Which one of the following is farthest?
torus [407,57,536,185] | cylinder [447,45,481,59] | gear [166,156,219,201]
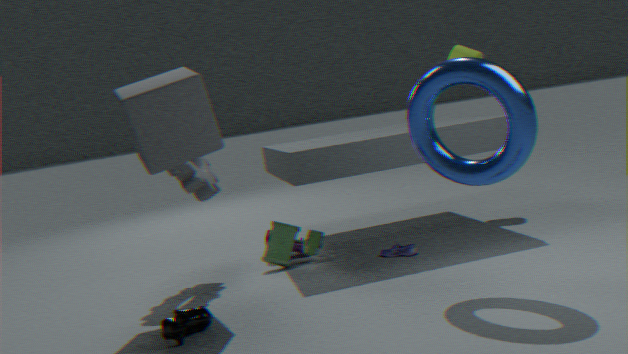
cylinder [447,45,481,59]
